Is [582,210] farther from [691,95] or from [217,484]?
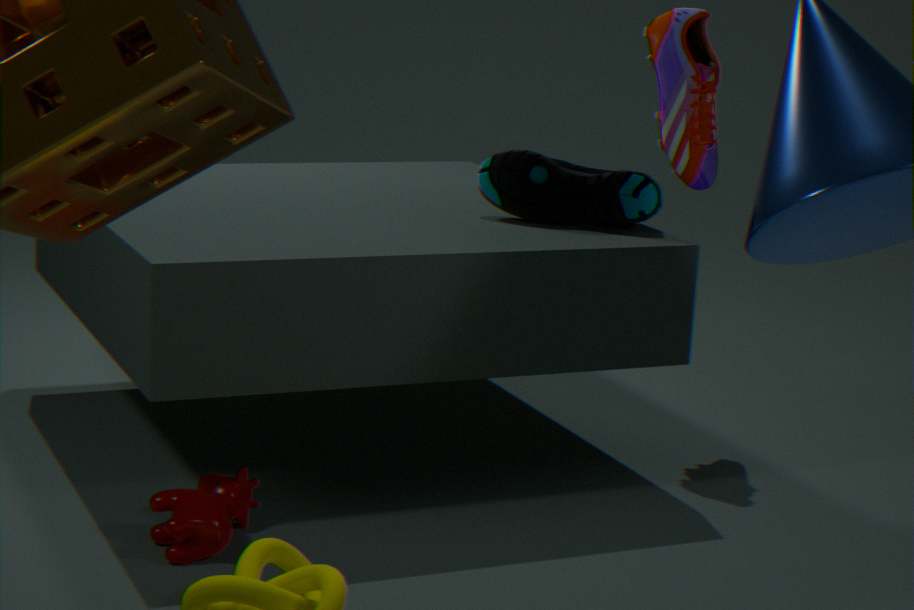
[217,484]
